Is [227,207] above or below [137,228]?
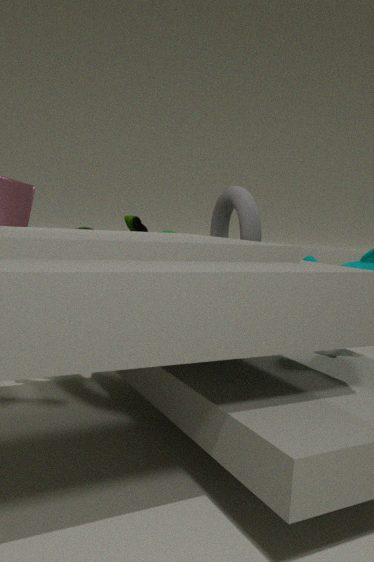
above
